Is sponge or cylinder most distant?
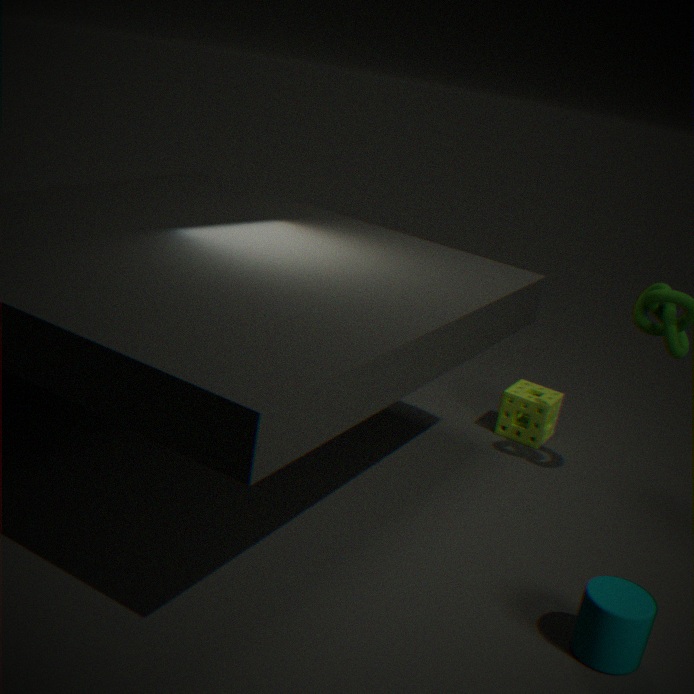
sponge
